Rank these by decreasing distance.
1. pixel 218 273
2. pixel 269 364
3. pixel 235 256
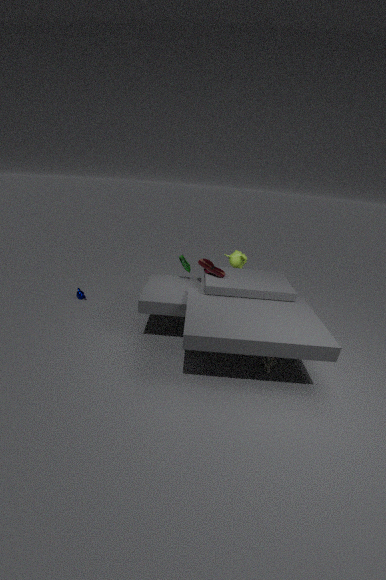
1. pixel 235 256
2. pixel 218 273
3. pixel 269 364
